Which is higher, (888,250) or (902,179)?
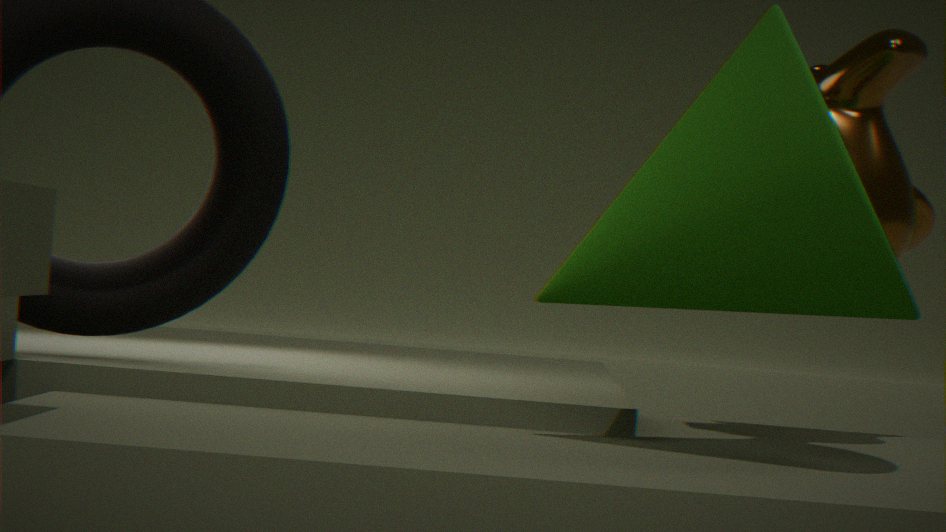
(902,179)
